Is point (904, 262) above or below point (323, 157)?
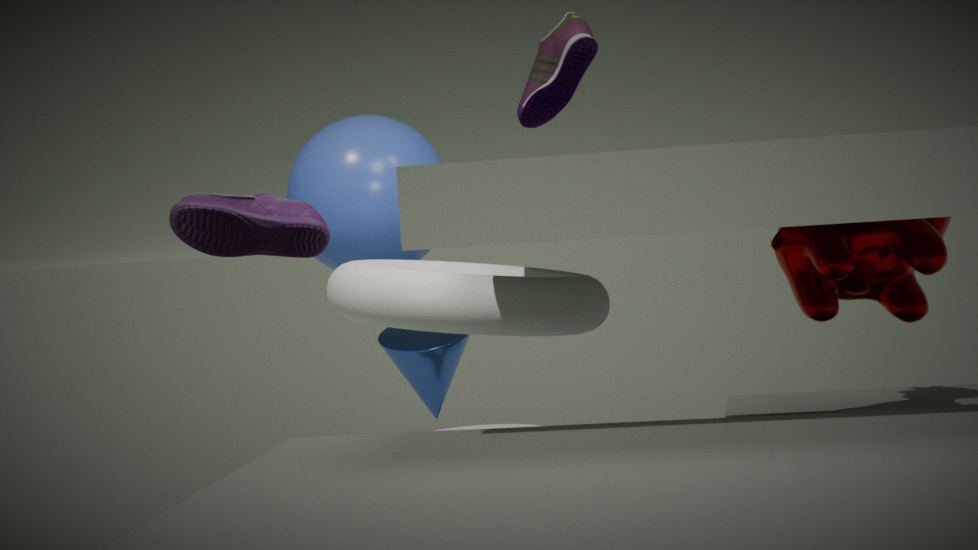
below
